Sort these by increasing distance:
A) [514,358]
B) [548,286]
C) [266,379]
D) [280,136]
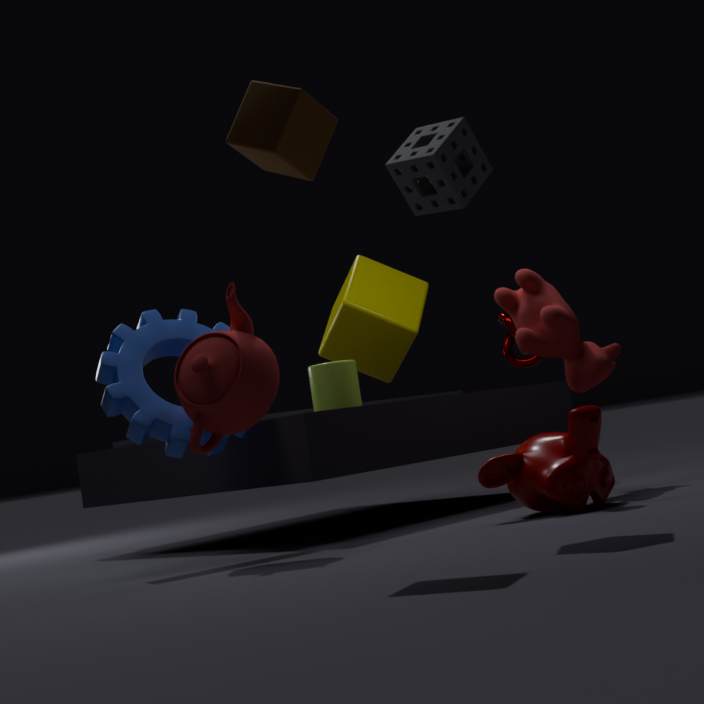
[280,136] → [266,379] → [548,286] → [514,358]
